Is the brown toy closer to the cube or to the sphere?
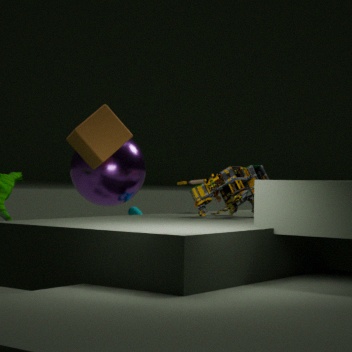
the sphere
